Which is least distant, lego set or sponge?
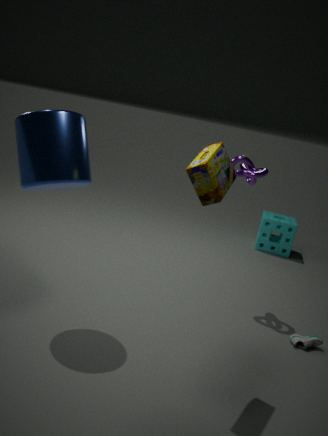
lego set
